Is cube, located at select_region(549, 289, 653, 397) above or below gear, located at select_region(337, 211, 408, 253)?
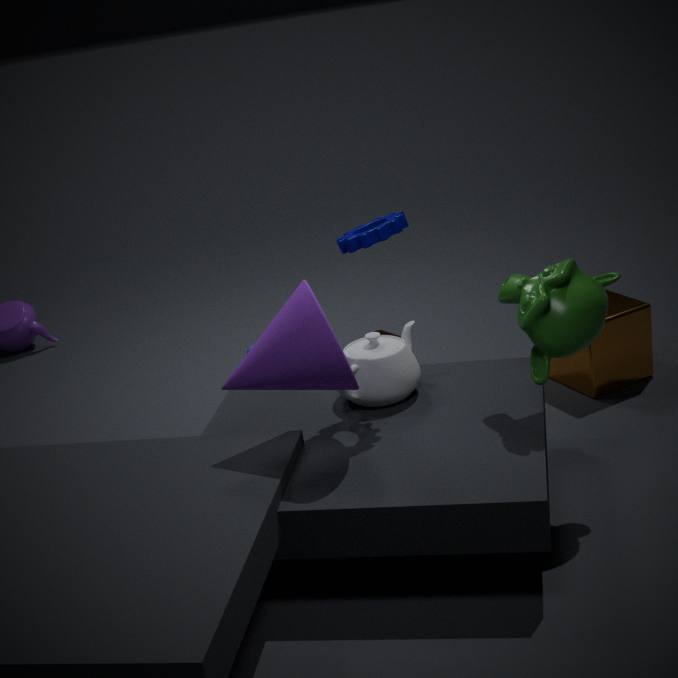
below
